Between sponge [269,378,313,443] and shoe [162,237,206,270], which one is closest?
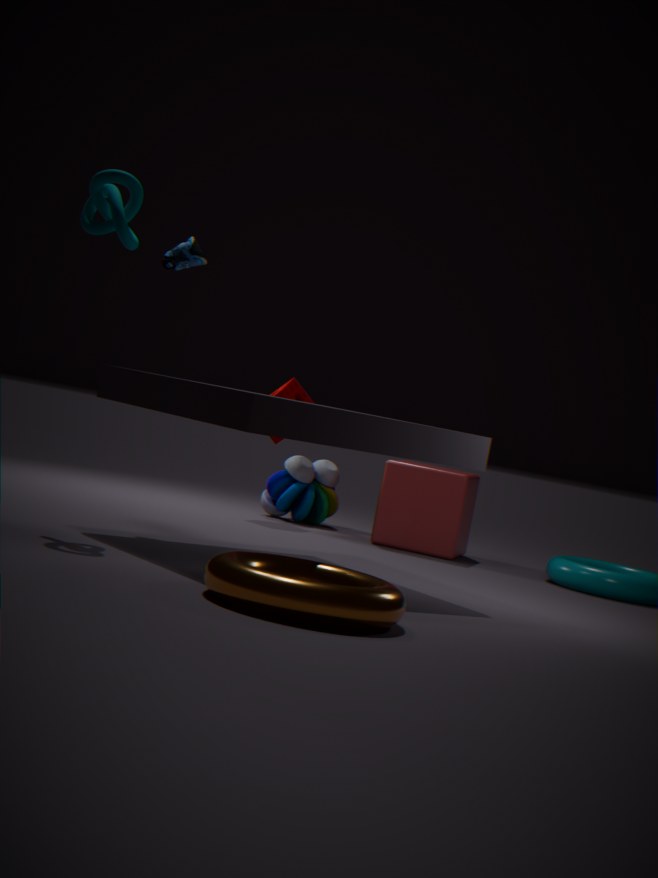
shoe [162,237,206,270]
